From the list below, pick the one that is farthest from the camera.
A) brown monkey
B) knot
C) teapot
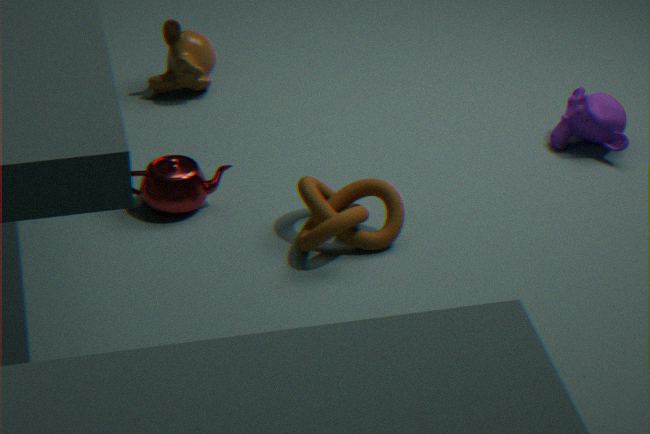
brown monkey
